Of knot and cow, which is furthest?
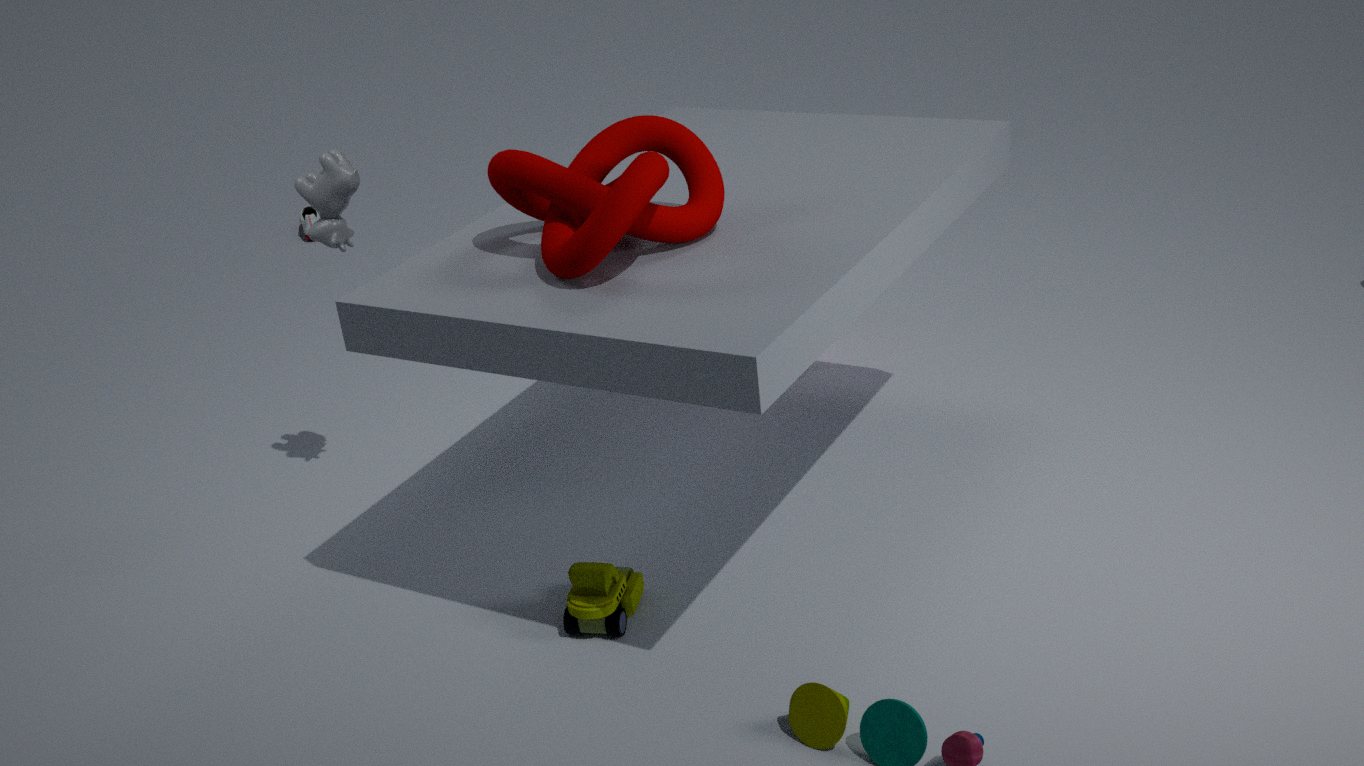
cow
